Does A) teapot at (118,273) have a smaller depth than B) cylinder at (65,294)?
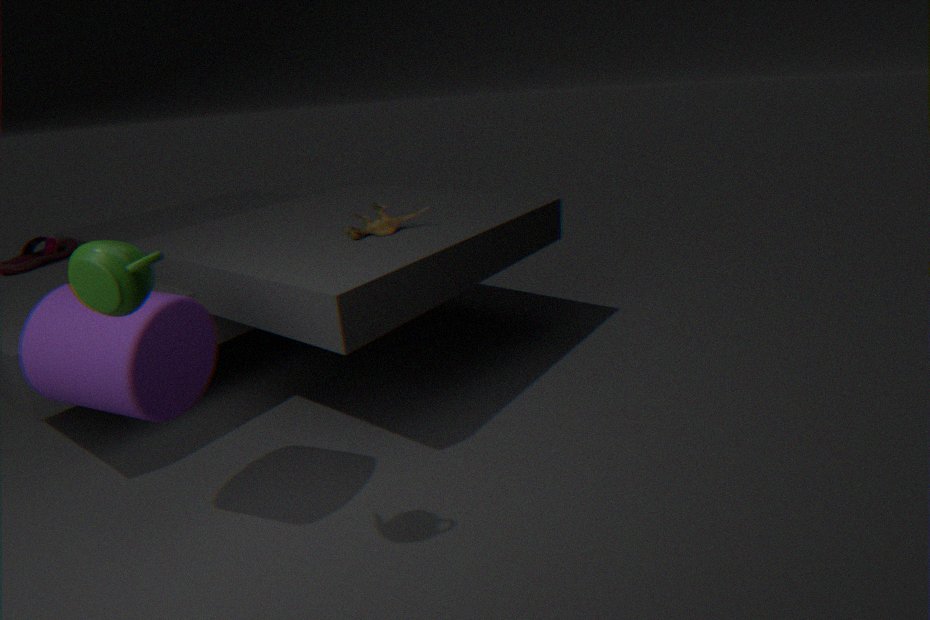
Yes
